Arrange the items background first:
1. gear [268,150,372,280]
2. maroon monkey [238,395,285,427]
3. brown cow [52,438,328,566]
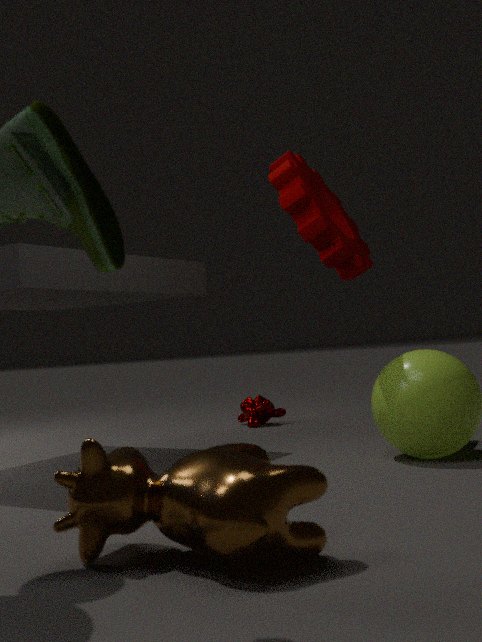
maroon monkey [238,395,285,427]
gear [268,150,372,280]
brown cow [52,438,328,566]
